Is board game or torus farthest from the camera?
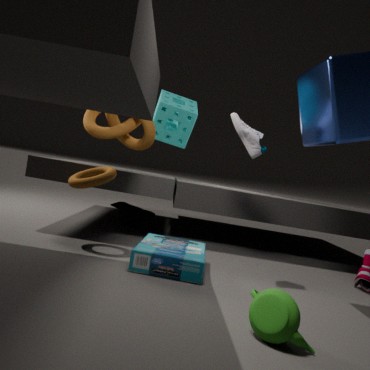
torus
